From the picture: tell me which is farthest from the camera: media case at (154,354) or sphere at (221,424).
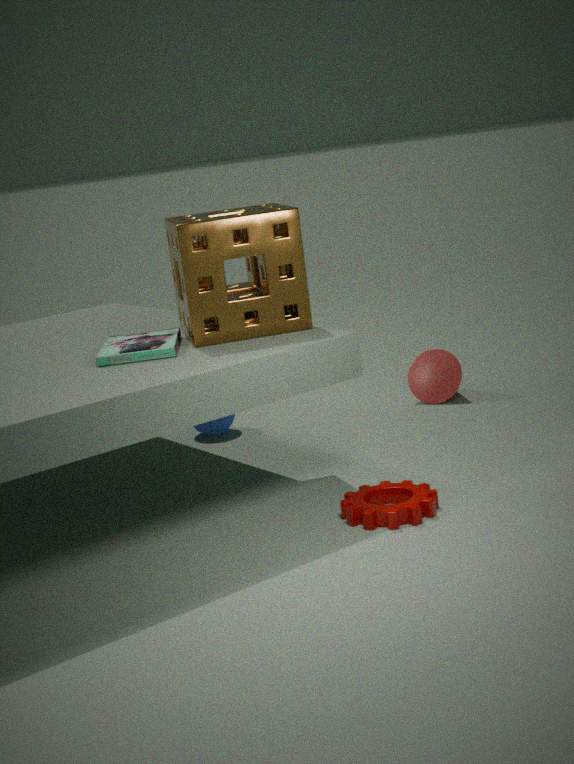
sphere at (221,424)
